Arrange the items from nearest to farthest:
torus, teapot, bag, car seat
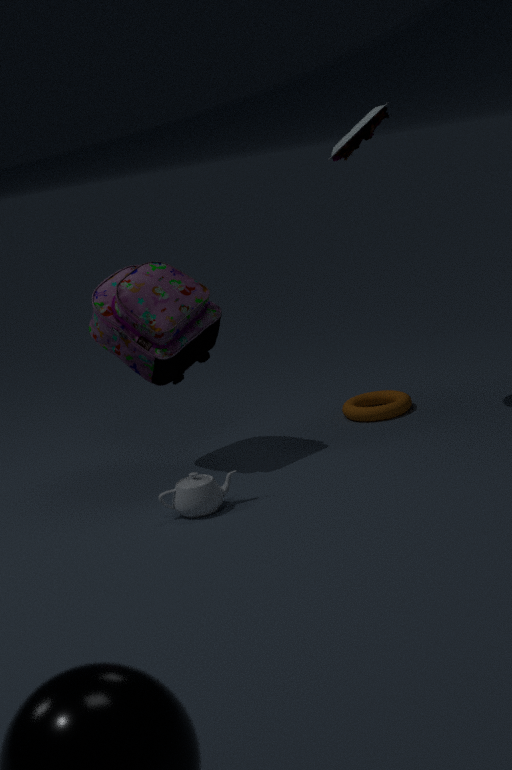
teapot
bag
car seat
torus
